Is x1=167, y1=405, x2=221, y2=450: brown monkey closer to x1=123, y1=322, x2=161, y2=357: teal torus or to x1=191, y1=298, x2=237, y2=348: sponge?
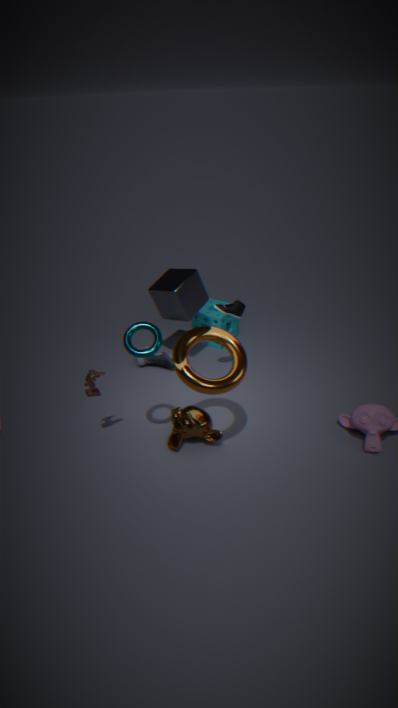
x1=123, y1=322, x2=161, y2=357: teal torus
